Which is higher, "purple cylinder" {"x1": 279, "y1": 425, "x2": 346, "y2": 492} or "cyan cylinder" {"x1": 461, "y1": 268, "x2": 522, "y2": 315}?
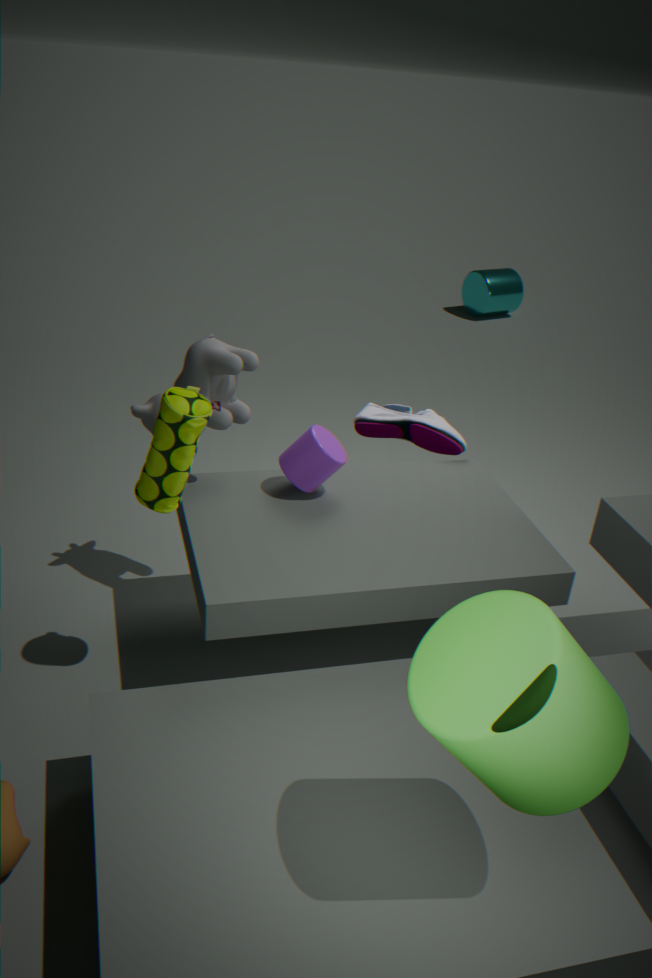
"purple cylinder" {"x1": 279, "y1": 425, "x2": 346, "y2": 492}
